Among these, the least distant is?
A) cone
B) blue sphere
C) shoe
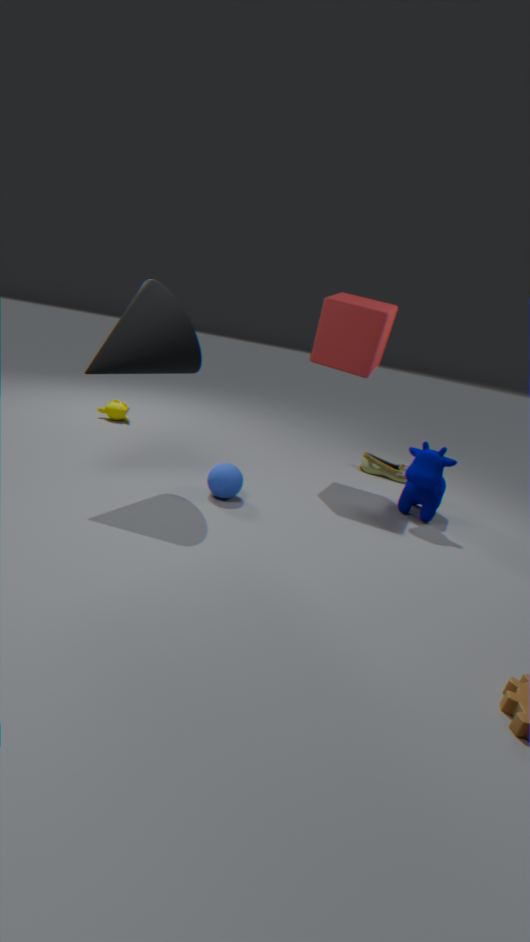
A. cone
